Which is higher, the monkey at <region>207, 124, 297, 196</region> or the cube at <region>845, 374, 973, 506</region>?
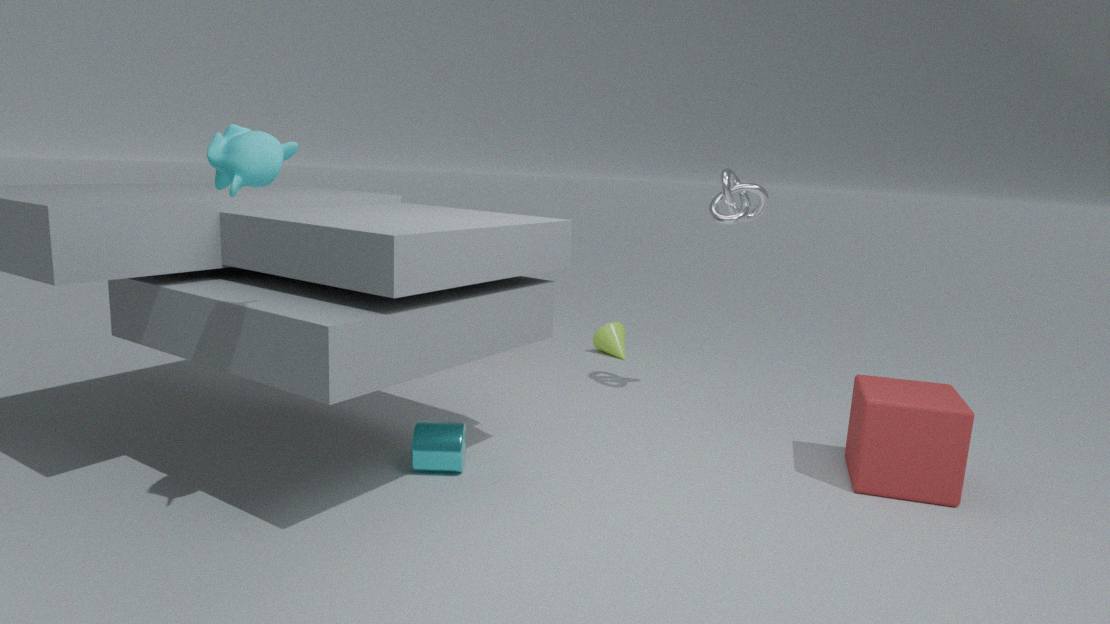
the monkey at <region>207, 124, 297, 196</region>
